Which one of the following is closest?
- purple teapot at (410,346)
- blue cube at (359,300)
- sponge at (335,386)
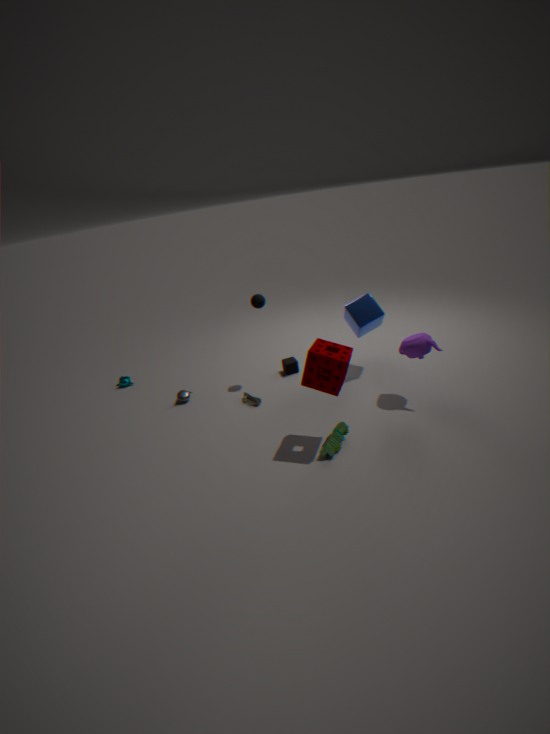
sponge at (335,386)
